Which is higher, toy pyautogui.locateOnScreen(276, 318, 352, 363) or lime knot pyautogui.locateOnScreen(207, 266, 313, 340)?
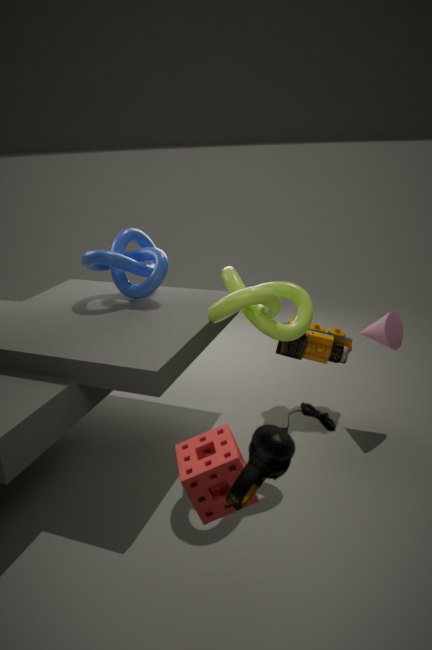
lime knot pyautogui.locateOnScreen(207, 266, 313, 340)
